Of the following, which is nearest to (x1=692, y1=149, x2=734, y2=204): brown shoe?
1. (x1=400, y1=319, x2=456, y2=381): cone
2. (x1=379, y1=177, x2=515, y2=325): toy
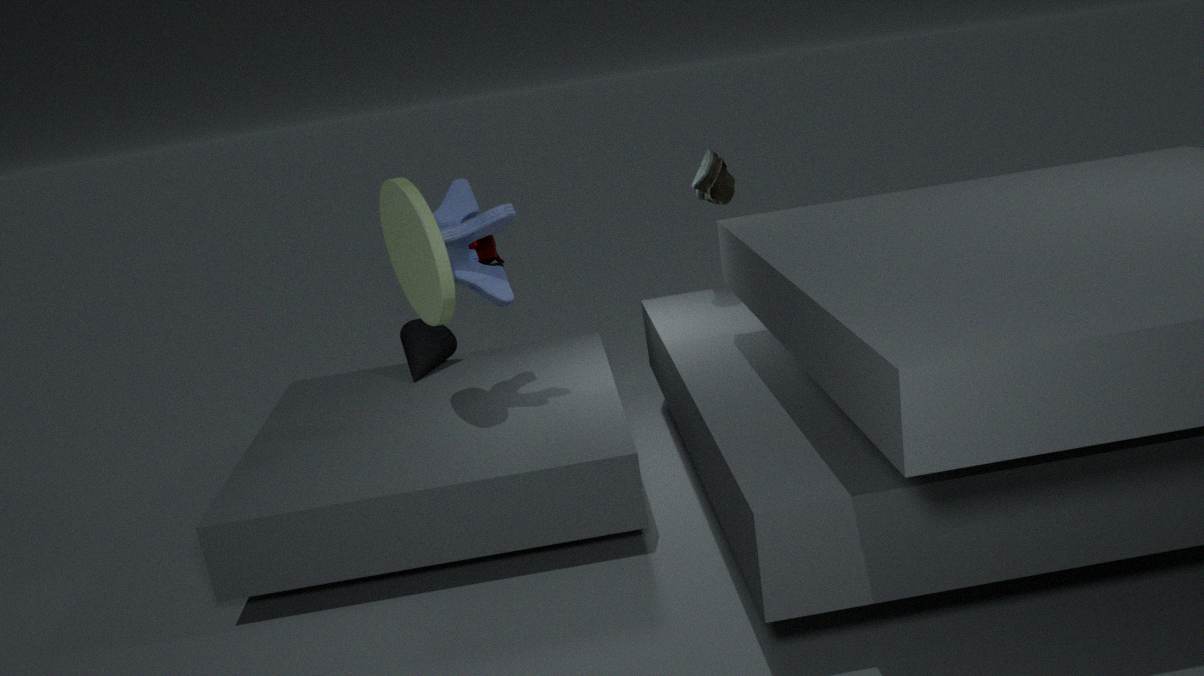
(x1=379, y1=177, x2=515, y2=325): toy
